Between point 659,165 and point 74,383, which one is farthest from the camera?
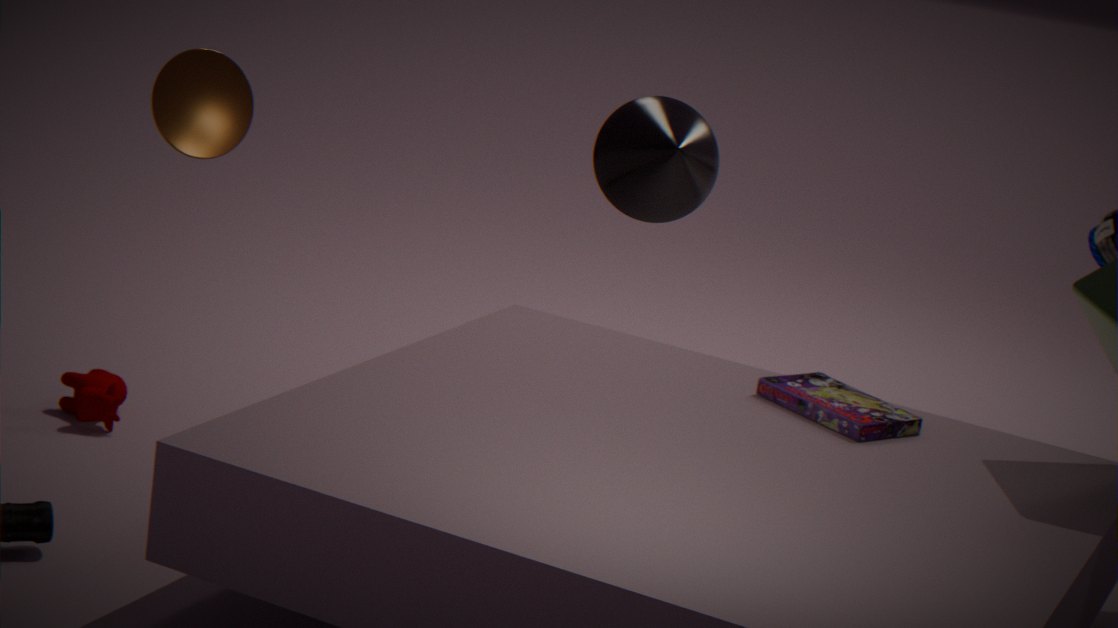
point 74,383
